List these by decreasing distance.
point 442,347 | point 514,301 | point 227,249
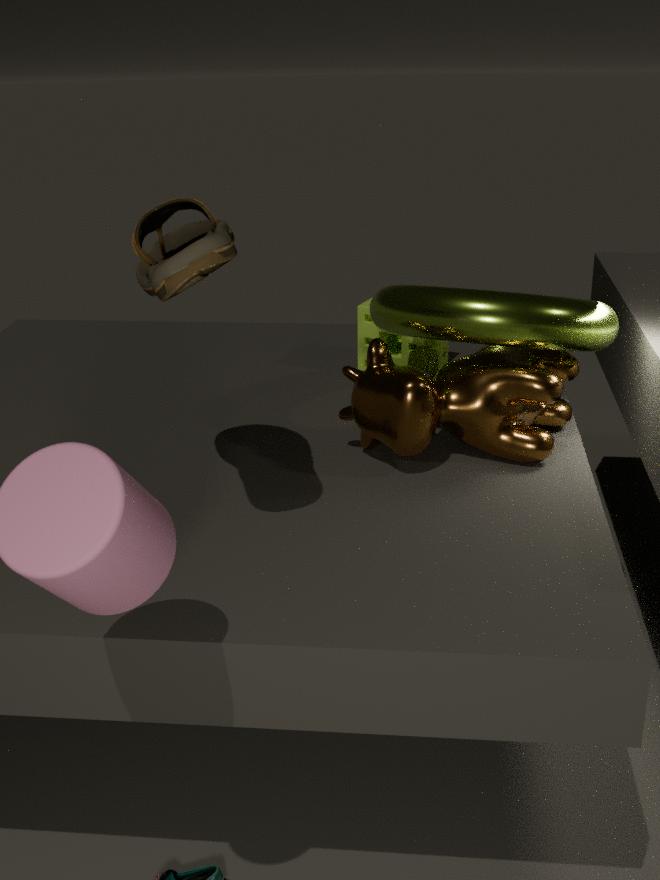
point 442,347 < point 514,301 < point 227,249
